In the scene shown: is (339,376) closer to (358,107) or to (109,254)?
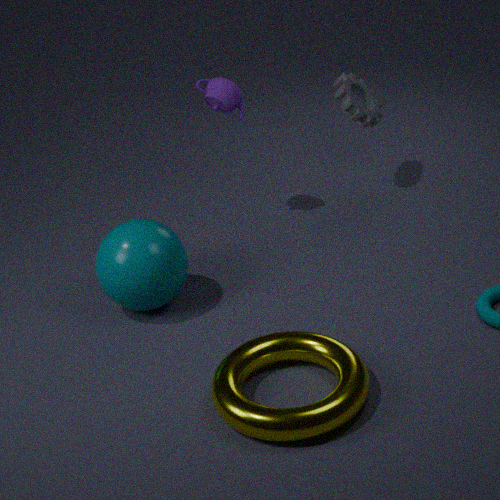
(109,254)
